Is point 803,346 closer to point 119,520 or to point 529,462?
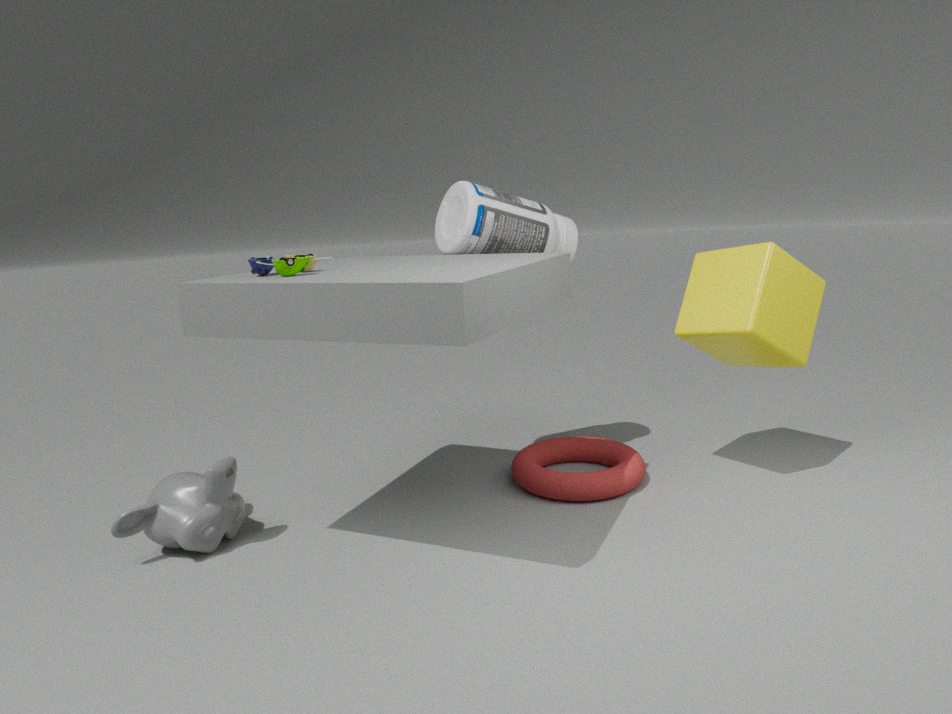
point 529,462
